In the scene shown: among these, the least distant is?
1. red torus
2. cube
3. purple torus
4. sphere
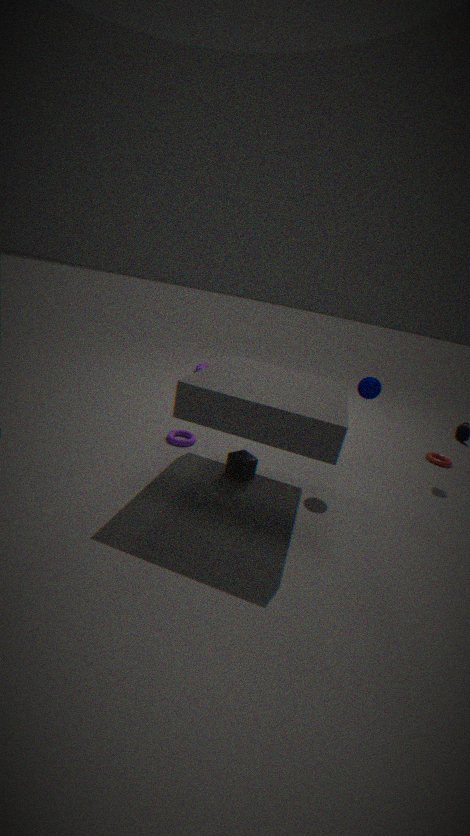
cube
